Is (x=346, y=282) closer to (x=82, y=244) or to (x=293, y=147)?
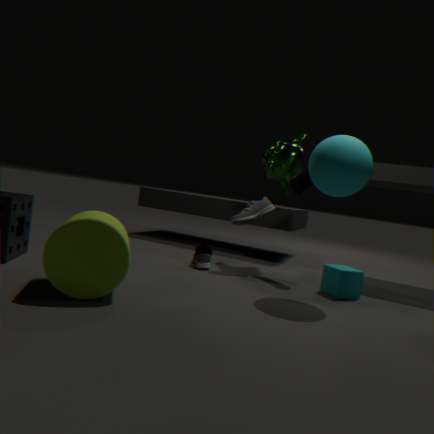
(x=293, y=147)
